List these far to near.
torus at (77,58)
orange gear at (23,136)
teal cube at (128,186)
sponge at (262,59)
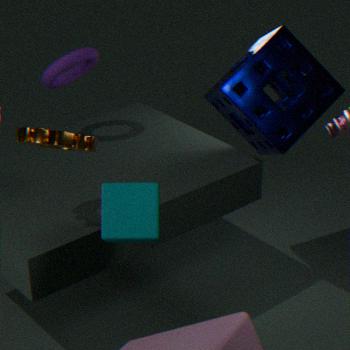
torus at (77,58)
sponge at (262,59)
orange gear at (23,136)
teal cube at (128,186)
